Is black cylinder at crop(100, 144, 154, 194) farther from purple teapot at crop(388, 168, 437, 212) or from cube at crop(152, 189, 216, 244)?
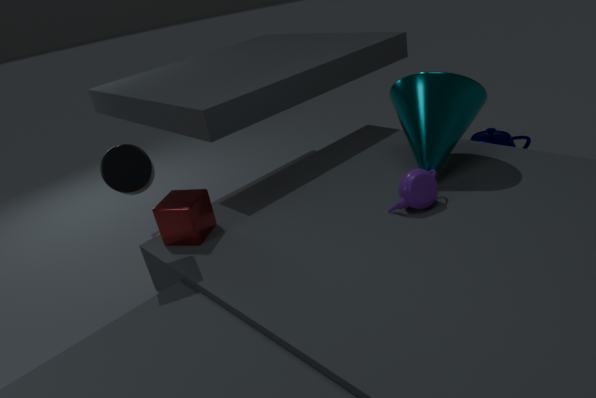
purple teapot at crop(388, 168, 437, 212)
